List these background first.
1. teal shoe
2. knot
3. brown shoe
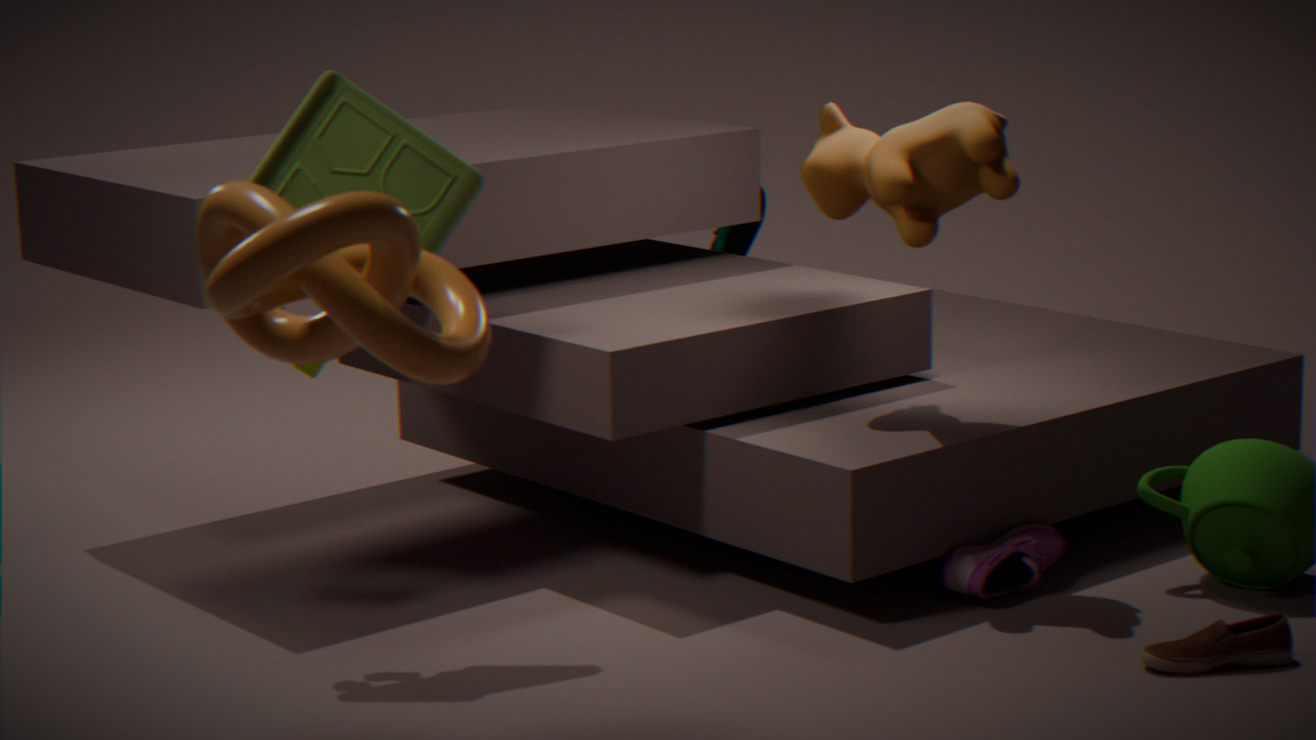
teal shoe, brown shoe, knot
